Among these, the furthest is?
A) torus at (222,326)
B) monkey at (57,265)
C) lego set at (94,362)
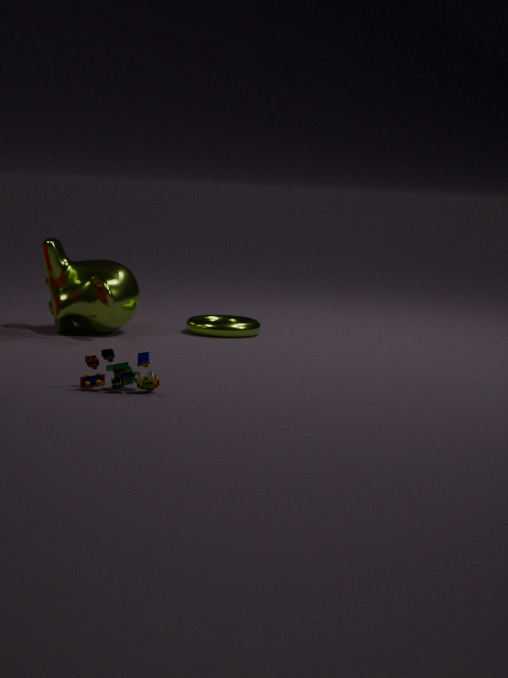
torus at (222,326)
